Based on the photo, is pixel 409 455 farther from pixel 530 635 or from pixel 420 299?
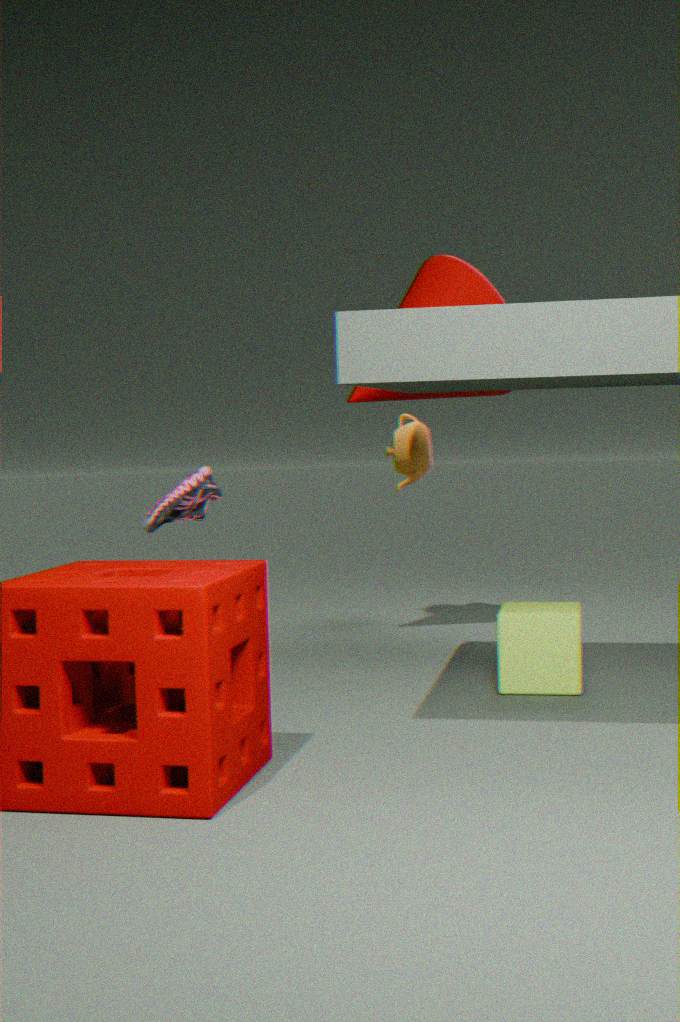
pixel 530 635
